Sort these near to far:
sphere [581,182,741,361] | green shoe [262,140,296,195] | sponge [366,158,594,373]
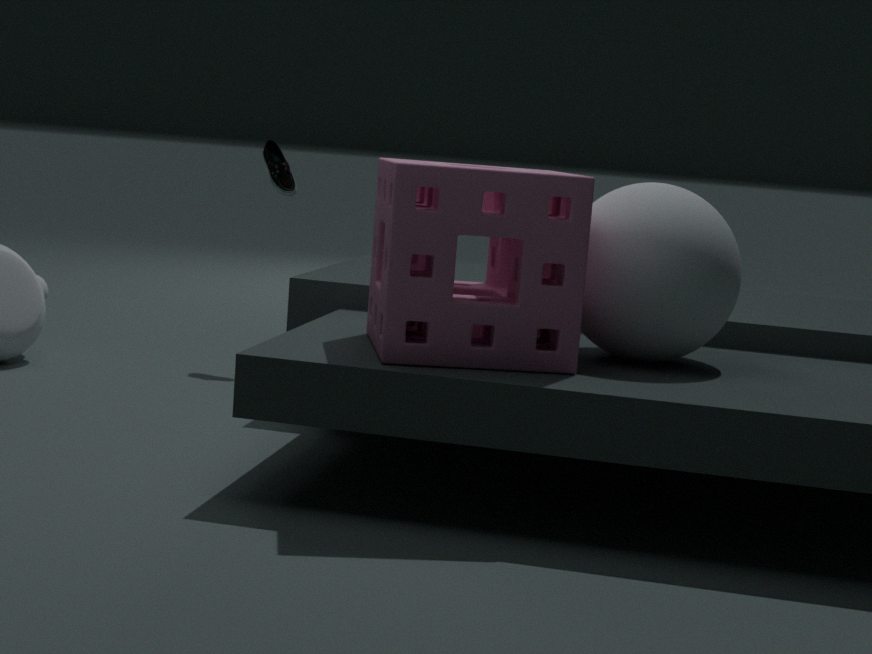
sponge [366,158,594,373], sphere [581,182,741,361], green shoe [262,140,296,195]
